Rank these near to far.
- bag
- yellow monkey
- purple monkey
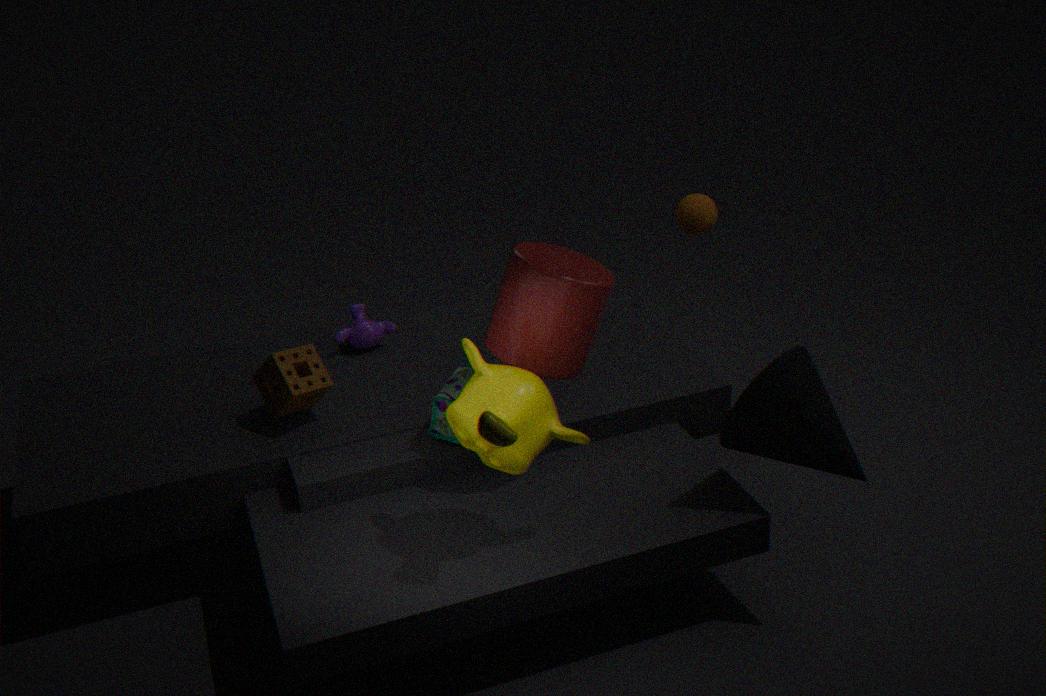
yellow monkey < bag < purple monkey
